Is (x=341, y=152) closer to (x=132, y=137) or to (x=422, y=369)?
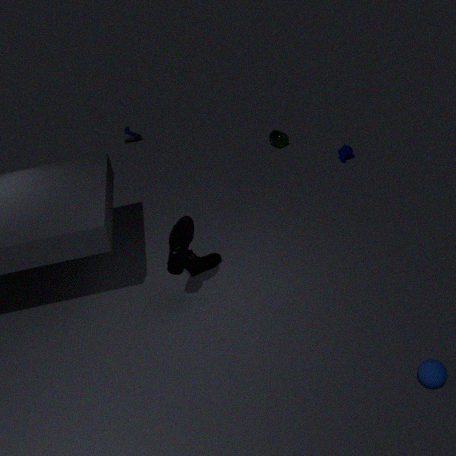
(x=132, y=137)
